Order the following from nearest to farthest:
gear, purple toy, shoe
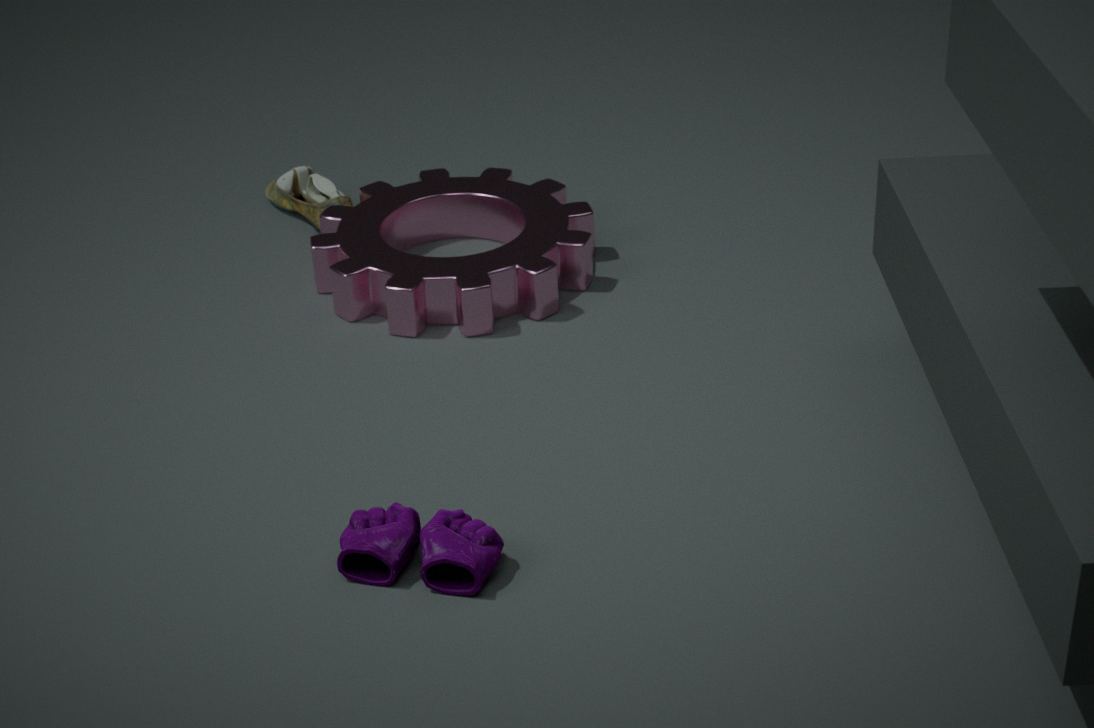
1. purple toy
2. gear
3. shoe
